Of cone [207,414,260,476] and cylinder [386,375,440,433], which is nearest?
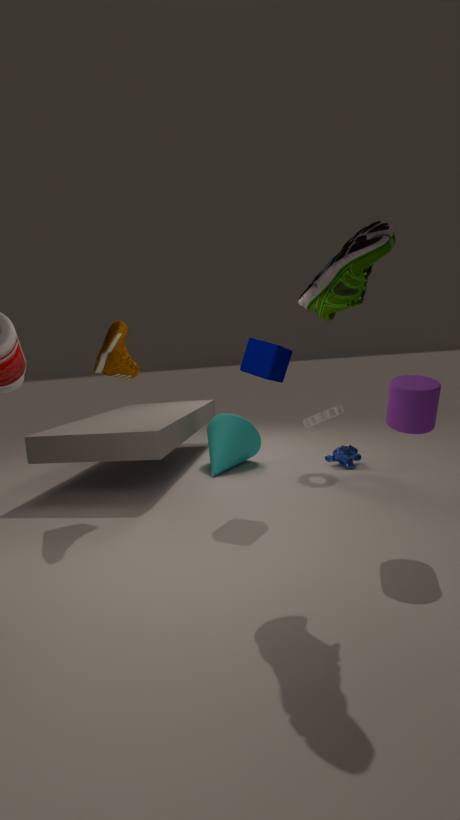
cylinder [386,375,440,433]
